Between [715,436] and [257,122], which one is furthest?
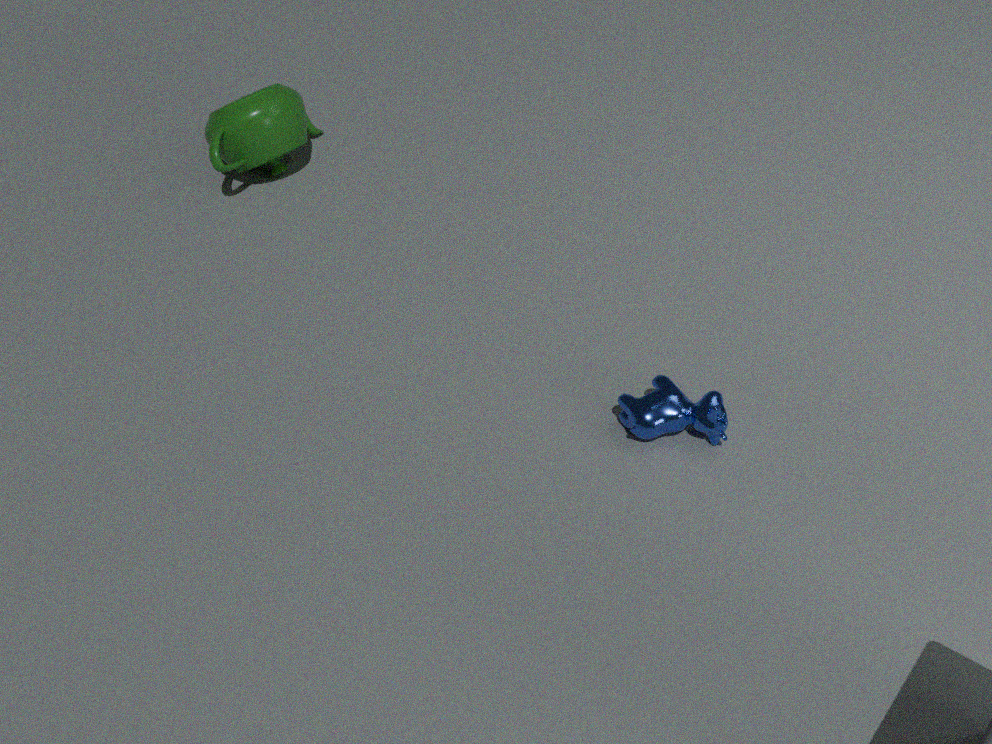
[257,122]
